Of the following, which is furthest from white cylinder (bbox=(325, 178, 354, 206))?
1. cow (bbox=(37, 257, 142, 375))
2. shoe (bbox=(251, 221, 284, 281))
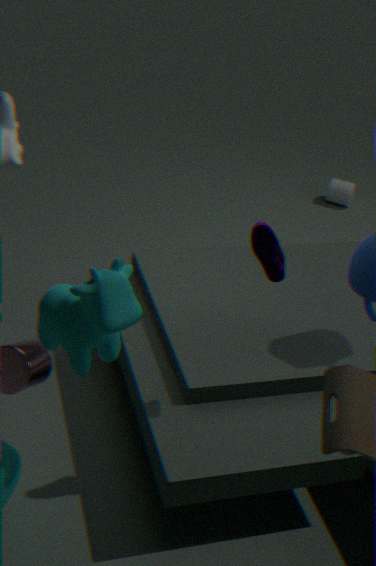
cow (bbox=(37, 257, 142, 375))
